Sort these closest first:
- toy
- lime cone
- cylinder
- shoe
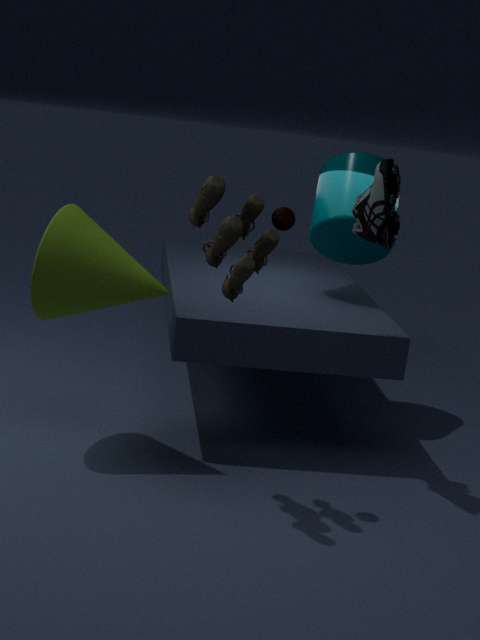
toy < shoe < lime cone < cylinder
